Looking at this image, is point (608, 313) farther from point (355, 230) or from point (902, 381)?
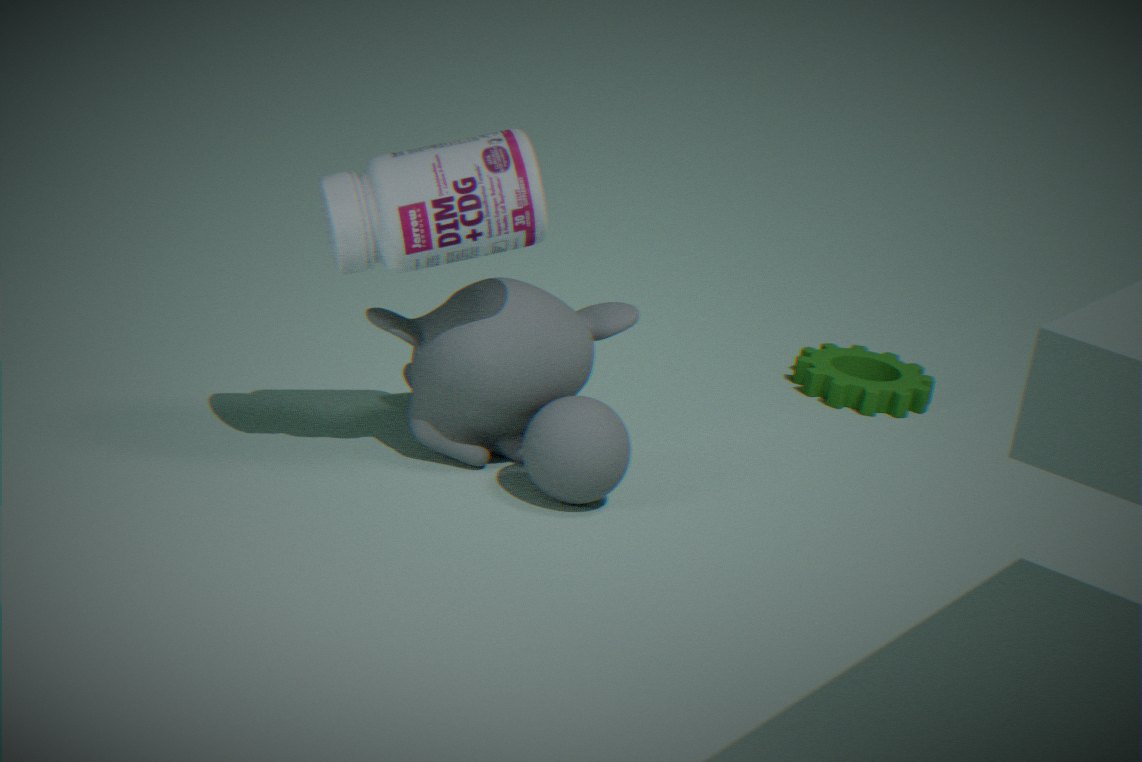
point (902, 381)
